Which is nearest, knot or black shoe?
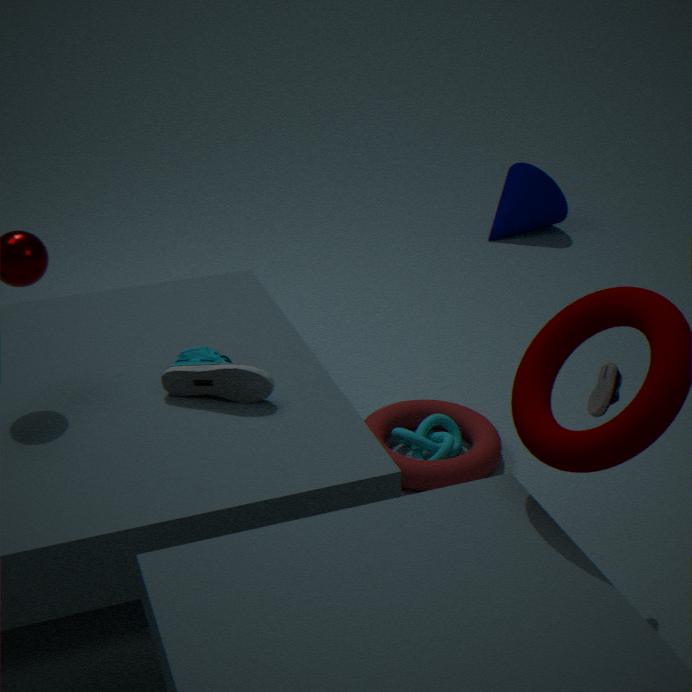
black shoe
